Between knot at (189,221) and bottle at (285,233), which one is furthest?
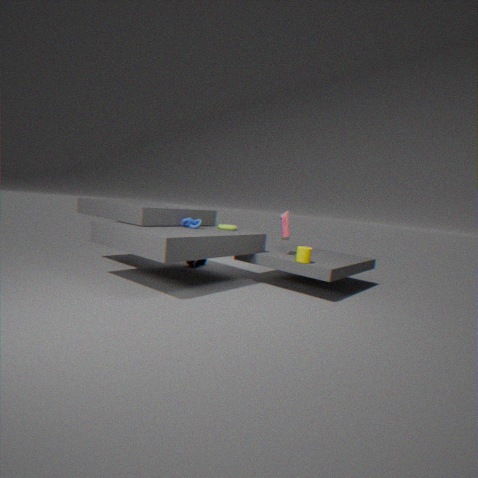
bottle at (285,233)
